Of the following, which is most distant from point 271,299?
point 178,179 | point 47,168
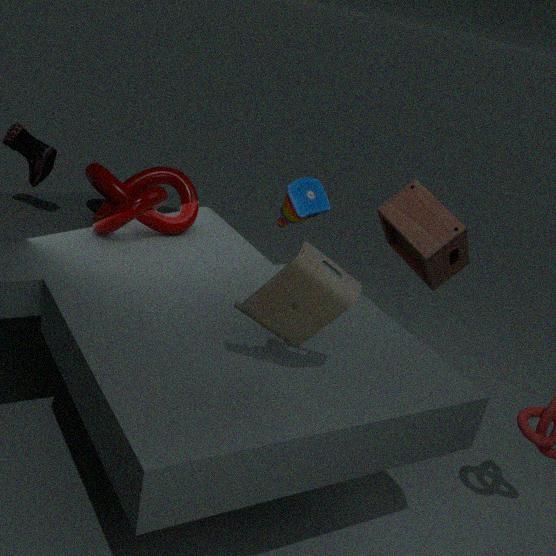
point 47,168
